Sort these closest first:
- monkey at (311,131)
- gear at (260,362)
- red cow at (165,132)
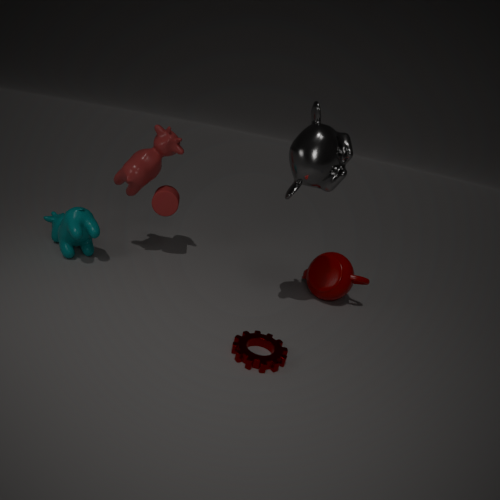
gear at (260,362) < monkey at (311,131) < red cow at (165,132)
